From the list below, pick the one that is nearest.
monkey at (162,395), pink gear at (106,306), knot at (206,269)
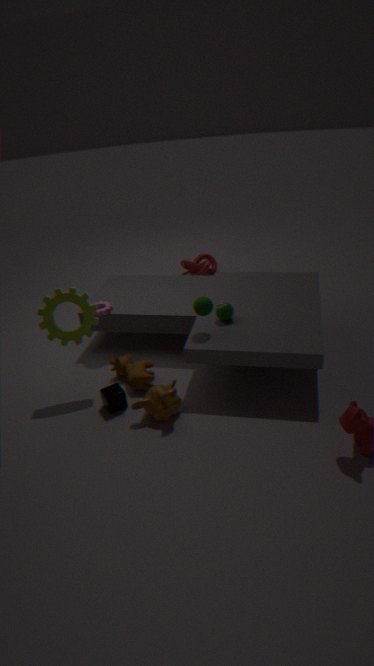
monkey at (162,395)
